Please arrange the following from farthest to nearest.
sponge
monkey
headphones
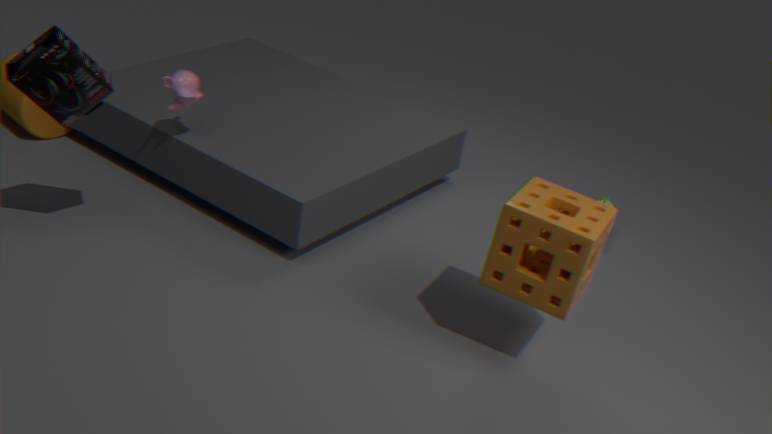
1. monkey
2. headphones
3. sponge
